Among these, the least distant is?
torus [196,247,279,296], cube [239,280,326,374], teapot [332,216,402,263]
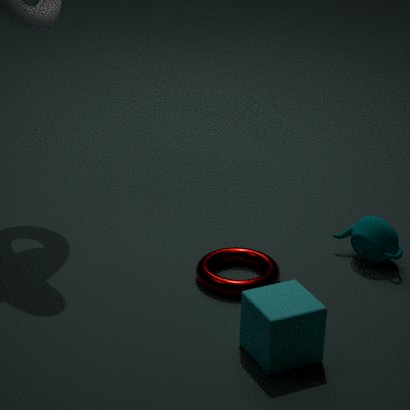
cube [239,280,326,374]
